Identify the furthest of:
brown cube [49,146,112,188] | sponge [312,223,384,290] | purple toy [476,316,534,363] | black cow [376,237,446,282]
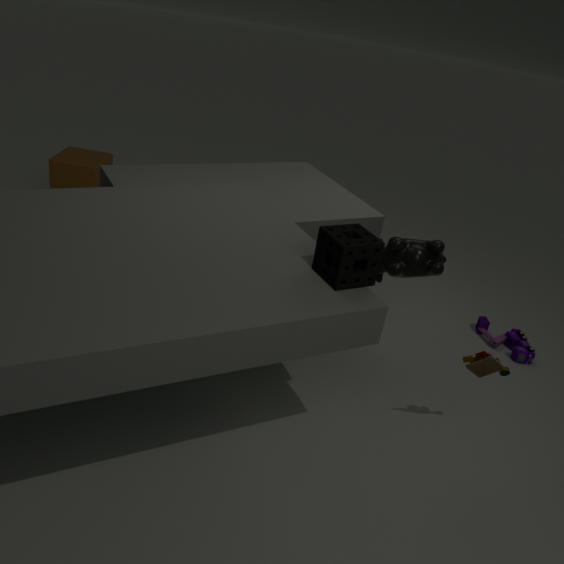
brown cube [49,146,112,188]
